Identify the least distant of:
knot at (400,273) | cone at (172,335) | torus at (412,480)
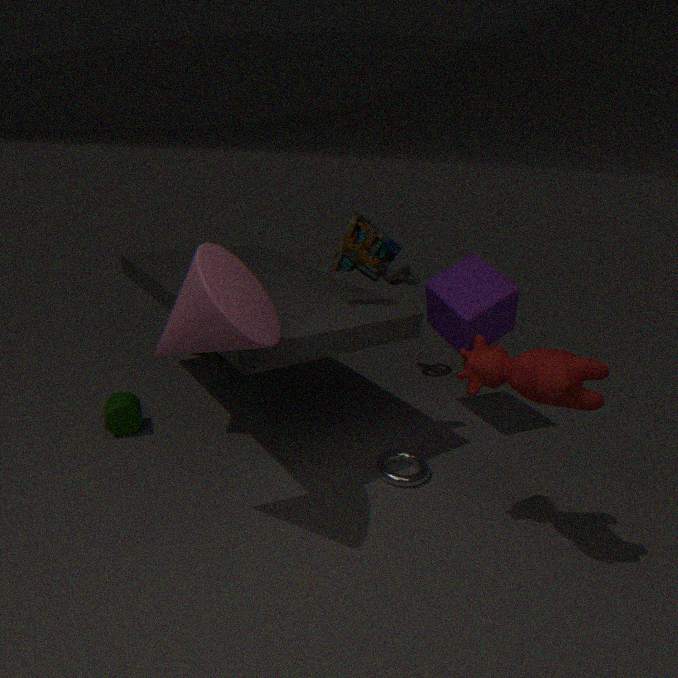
cone at (172,335)
